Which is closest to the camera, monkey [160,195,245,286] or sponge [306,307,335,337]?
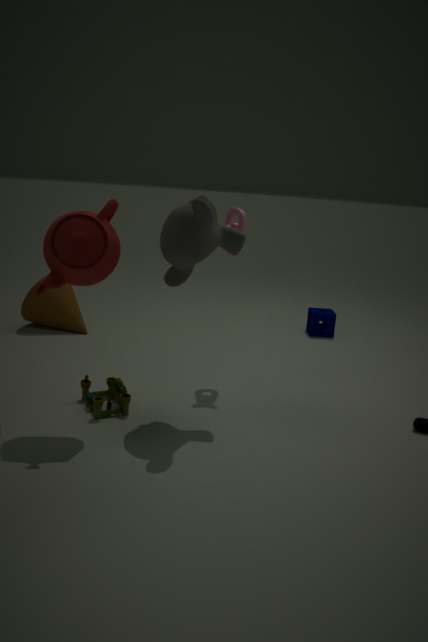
monkey [160,195,245,286]
